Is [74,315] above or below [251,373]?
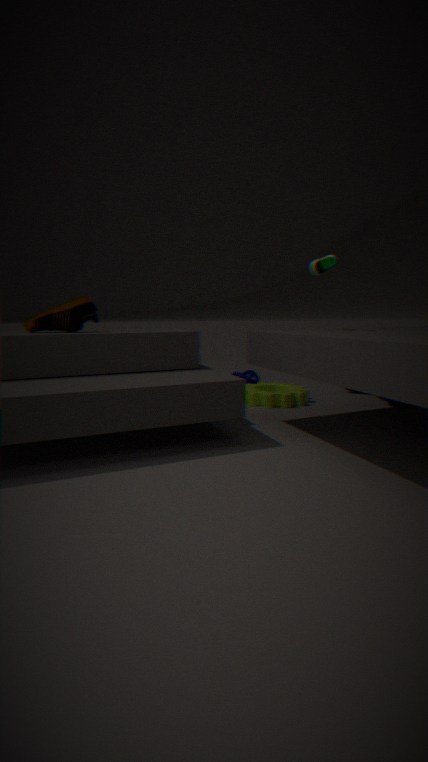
above
